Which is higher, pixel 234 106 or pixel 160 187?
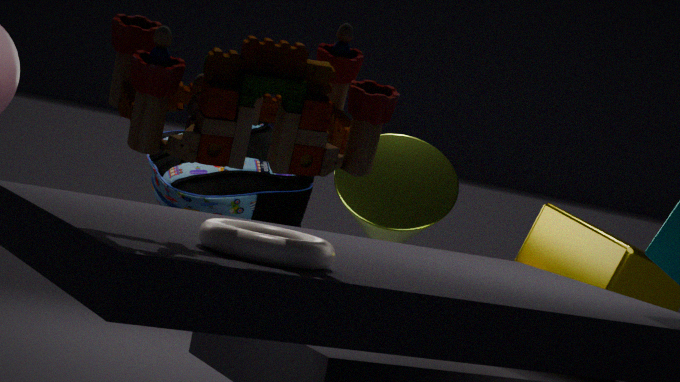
pixel 234 106
